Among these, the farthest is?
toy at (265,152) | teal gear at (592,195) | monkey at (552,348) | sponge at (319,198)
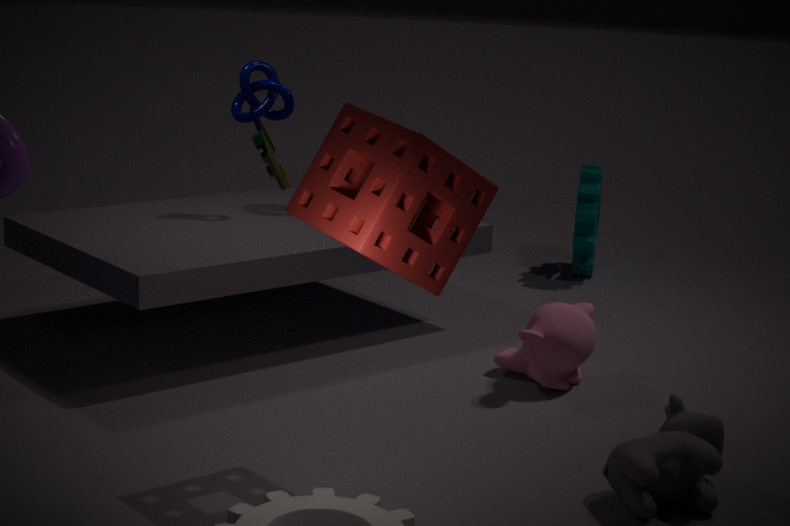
teal gear at (592,195)
